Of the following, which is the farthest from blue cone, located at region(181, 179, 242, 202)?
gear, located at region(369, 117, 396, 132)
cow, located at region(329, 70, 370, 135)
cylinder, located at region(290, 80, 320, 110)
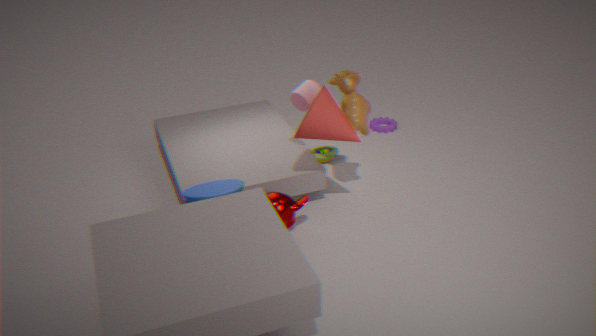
gear, located at region(369, 117, 396, 132)
